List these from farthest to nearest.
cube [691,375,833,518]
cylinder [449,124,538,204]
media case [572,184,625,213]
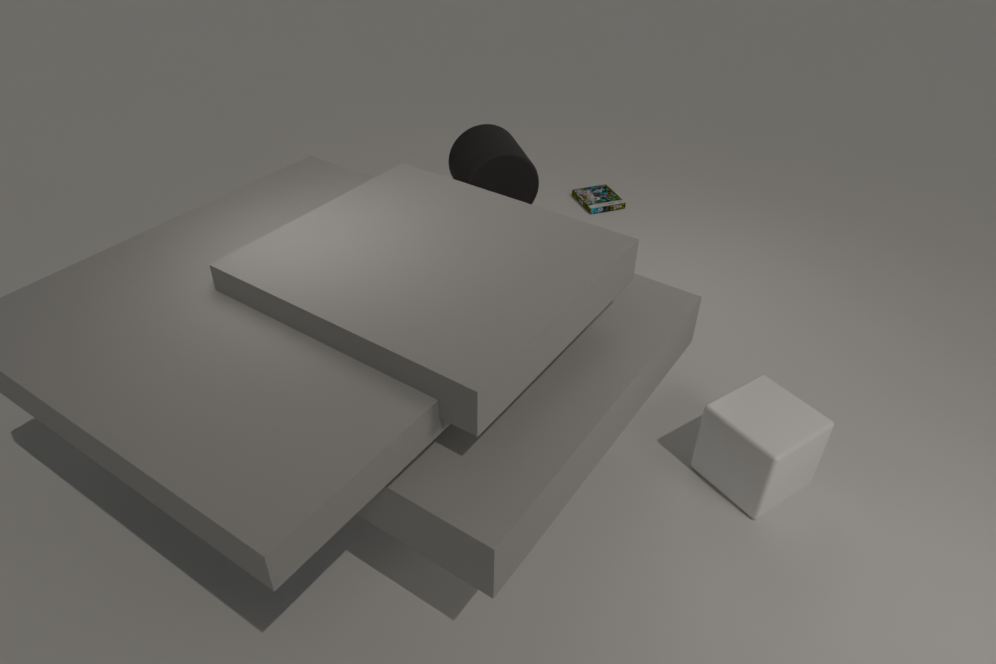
media case [572,184,625,213] → cylinder [449,124,538,204] → cube [691,375,833,518]
